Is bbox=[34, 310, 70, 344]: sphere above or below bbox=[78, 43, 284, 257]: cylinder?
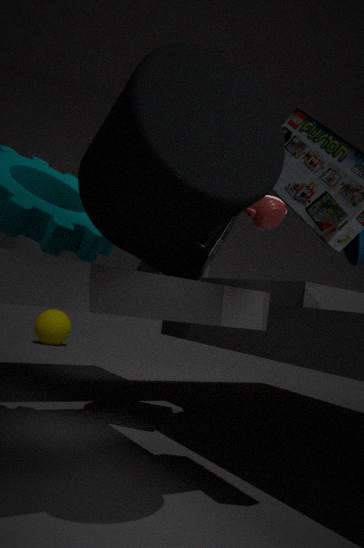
below
